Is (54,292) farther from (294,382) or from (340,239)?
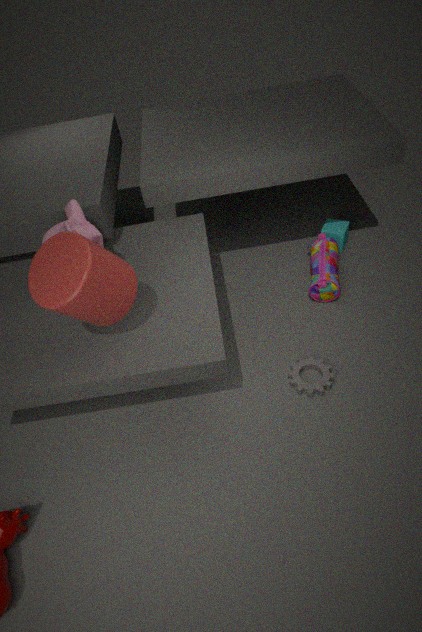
(340,239)
